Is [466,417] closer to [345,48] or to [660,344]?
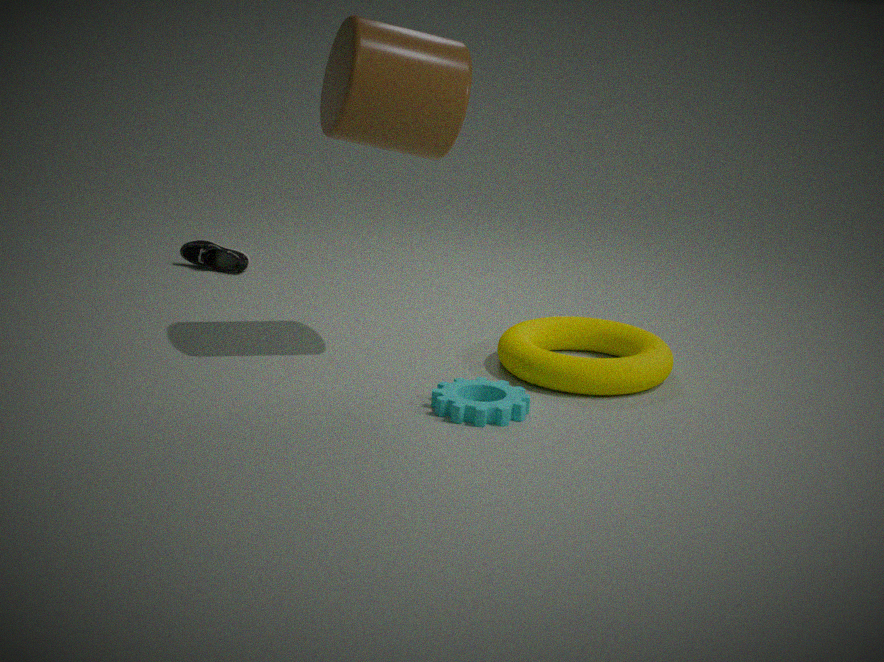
[660,344]
